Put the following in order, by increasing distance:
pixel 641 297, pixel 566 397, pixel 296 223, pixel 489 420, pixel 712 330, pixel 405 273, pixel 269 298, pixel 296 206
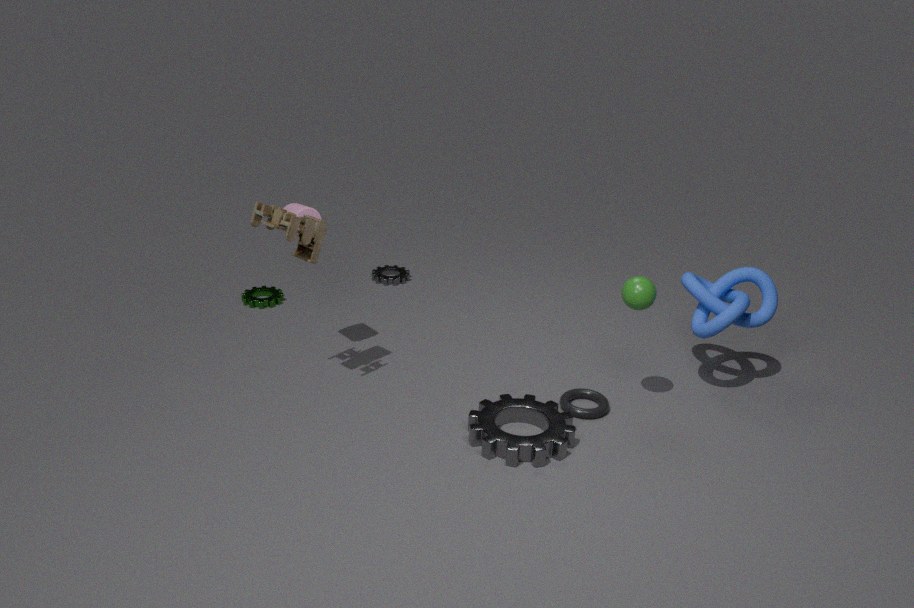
pixel 296 223
pixel 489 420
pixel 641 297
pixel 712 330
pixel 566 397
pixel 296 206
pixel 269 298
pixel 405 273
